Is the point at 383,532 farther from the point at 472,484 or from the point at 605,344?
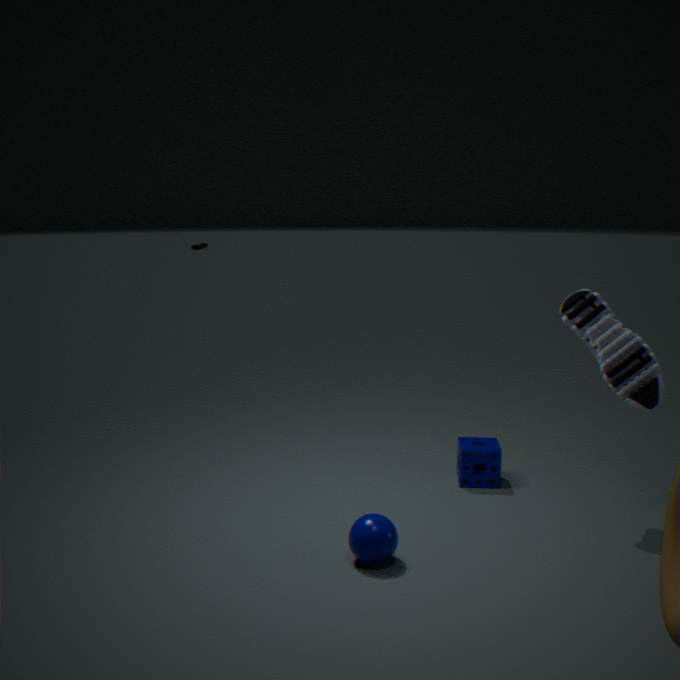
the point at 605,344
